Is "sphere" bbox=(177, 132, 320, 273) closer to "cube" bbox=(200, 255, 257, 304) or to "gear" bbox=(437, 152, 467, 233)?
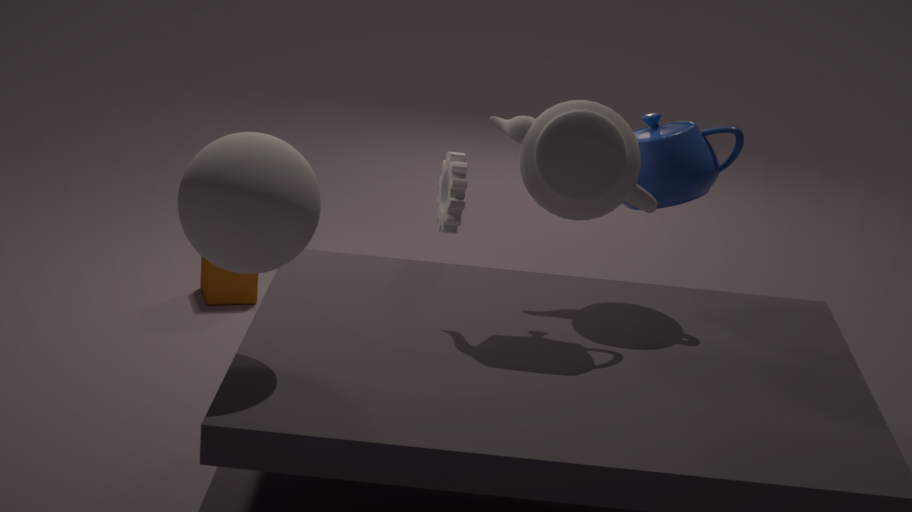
"gear" bbox=(437, 152, 467, 233)
